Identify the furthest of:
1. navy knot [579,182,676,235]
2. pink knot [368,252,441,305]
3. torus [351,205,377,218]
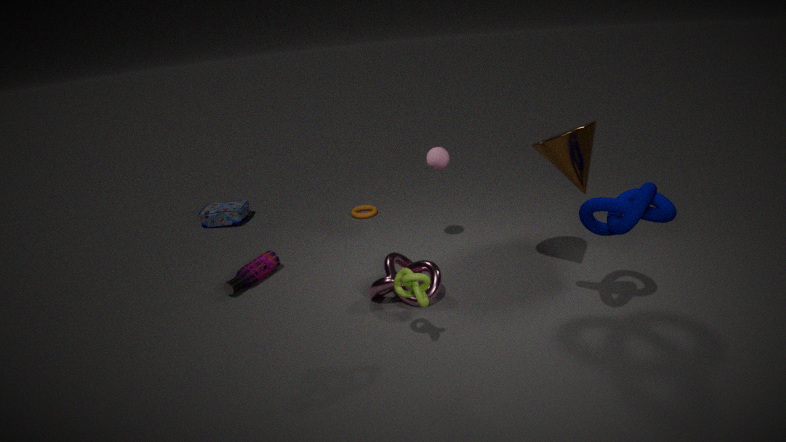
torus [351,205,377,218]
